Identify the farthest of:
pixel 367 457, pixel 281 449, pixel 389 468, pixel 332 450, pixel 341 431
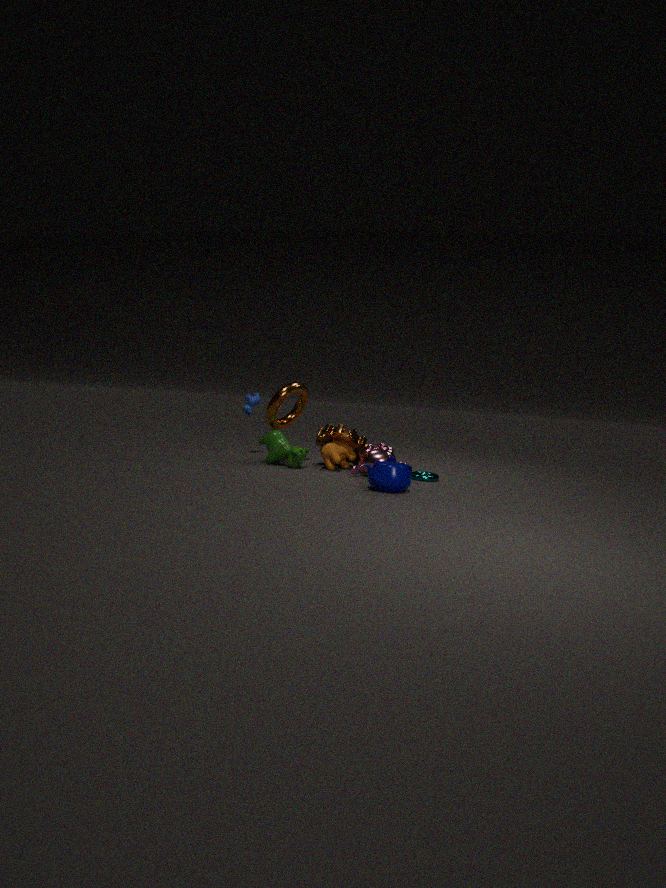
pixel 281 449
